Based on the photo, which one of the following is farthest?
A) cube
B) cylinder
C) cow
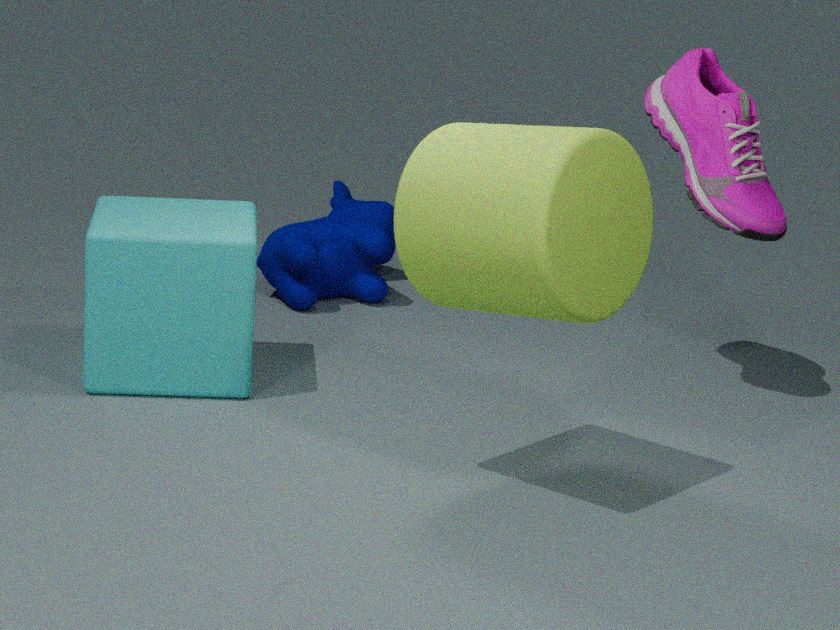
Answer: cow
